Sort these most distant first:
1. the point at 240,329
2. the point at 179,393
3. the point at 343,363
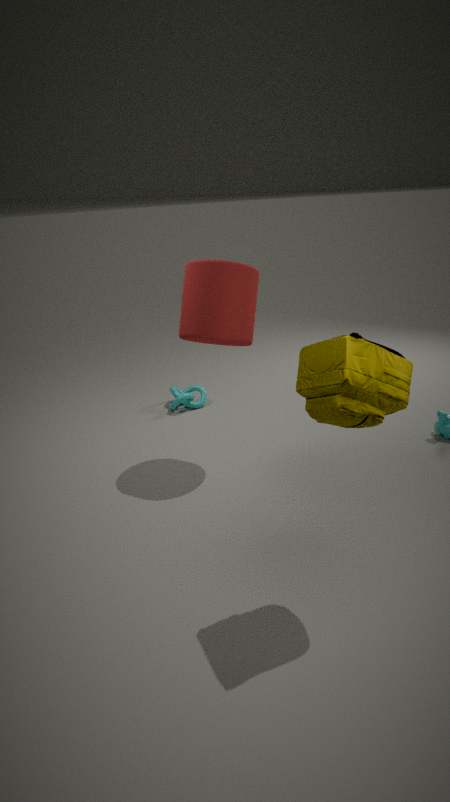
the point at 179,393
the point at 240,329
the point at 343,363
